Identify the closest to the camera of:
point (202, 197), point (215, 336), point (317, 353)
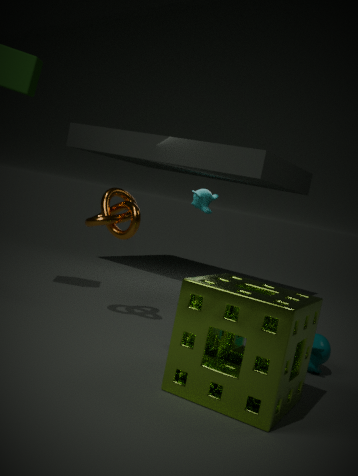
point (215, 336)
